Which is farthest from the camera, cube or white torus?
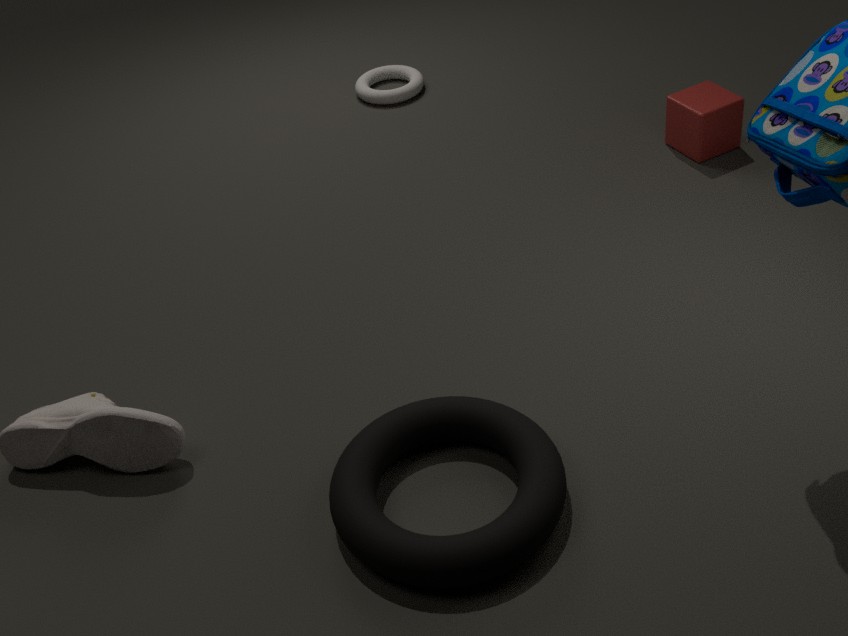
white torus
